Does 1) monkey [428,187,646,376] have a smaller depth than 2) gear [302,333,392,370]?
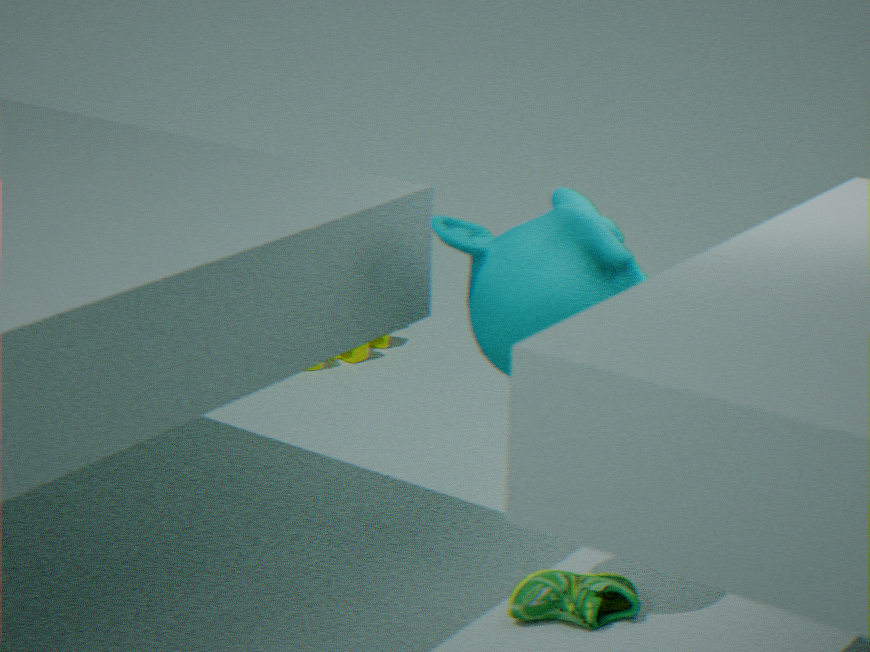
Yes
